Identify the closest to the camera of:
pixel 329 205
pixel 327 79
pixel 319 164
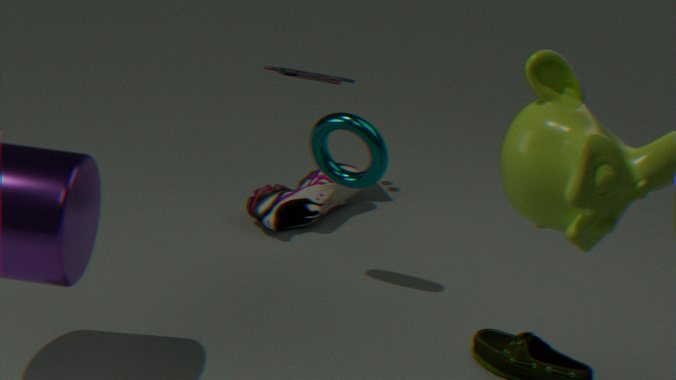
pixel 319 164
